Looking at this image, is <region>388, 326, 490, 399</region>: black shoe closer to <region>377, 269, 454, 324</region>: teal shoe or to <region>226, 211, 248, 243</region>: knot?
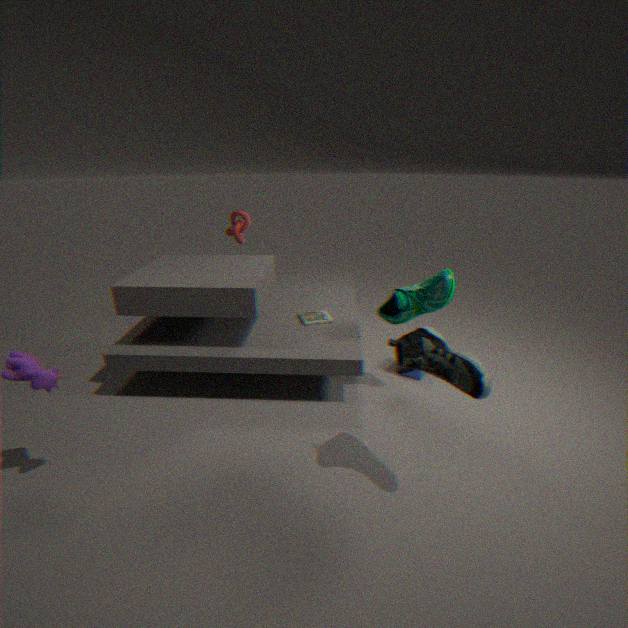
<region>377, 269, 454, 324</region>: teal shoe
